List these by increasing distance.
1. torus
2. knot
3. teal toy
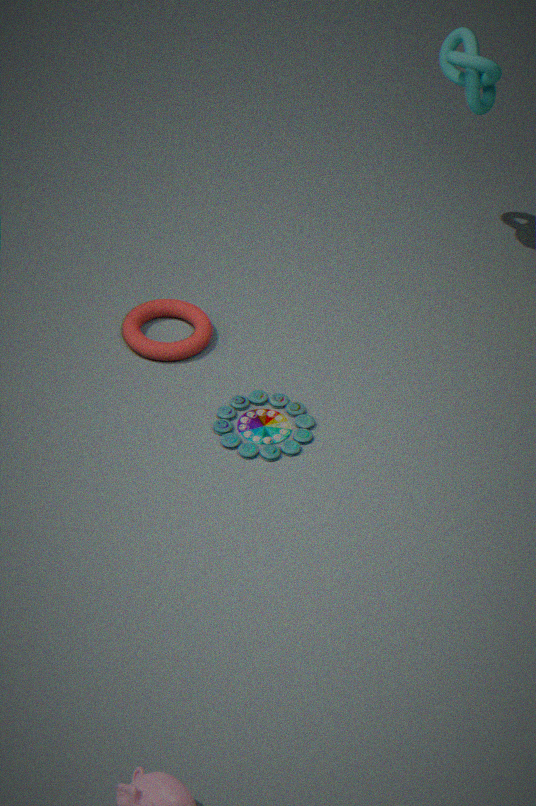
teal toy < torus < knot
